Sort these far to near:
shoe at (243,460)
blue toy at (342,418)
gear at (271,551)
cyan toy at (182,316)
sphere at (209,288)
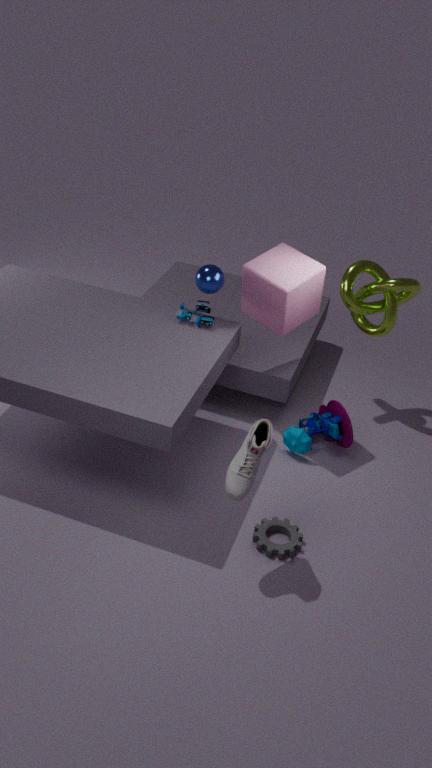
1. blue toy at (342,418)
2. cyan toy at (182,316)
3. sphere at (209,288)
4. gear at (271,551)
5. shoe at (243,460)
